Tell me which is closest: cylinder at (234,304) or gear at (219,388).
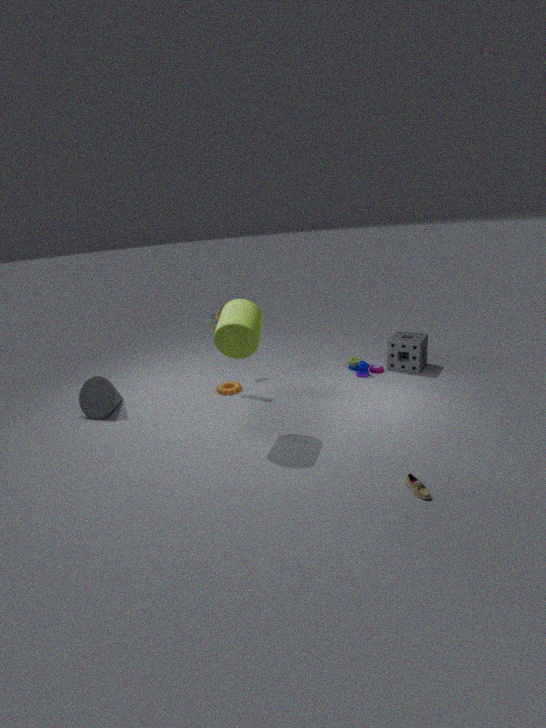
cylinder at (234,304)
